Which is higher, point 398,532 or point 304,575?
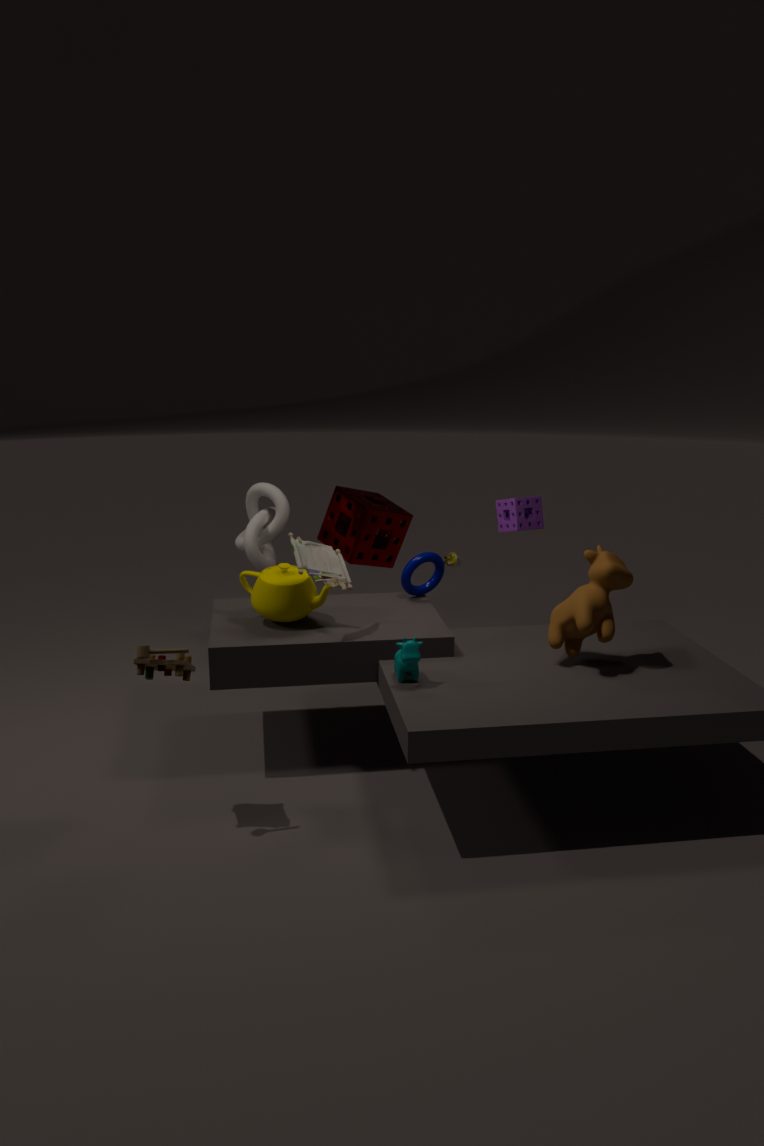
point 398,532
